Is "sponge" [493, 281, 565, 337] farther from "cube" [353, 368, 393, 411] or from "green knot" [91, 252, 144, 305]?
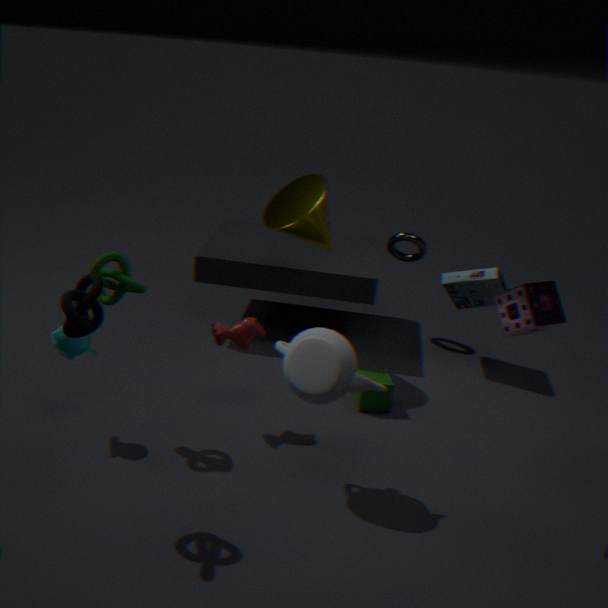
"green knot" [91, 252, 144, 305]
